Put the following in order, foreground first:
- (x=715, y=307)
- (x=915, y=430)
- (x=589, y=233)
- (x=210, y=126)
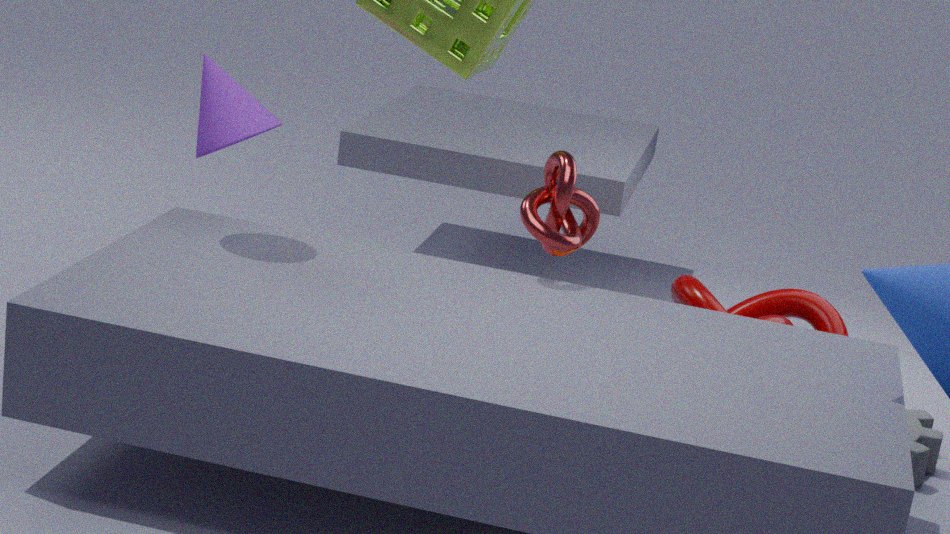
(x=210, y=126)
(x=589, y=233)
(x=915, y=430)
(x=715, y=307)
